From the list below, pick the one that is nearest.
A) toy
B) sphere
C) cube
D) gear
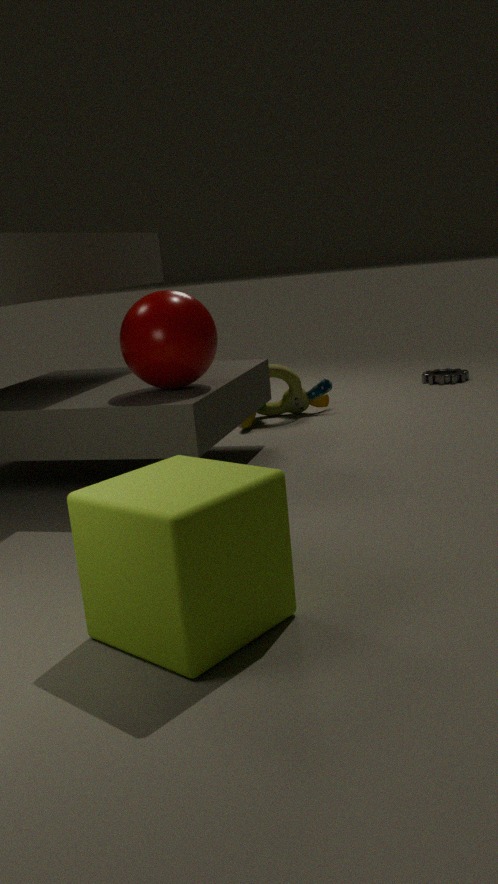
cube
